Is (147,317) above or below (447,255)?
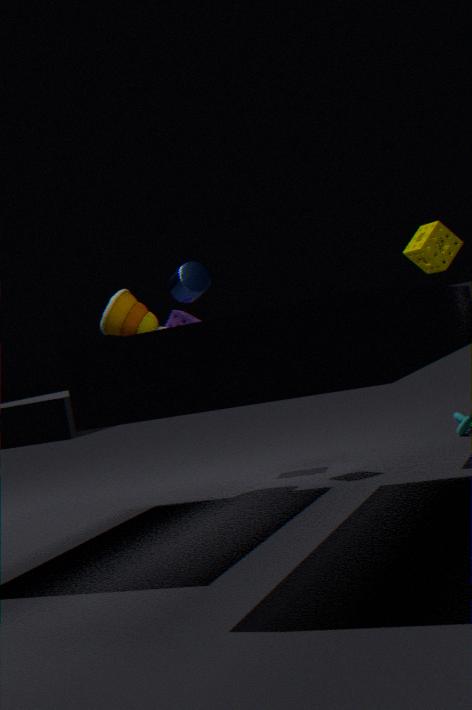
below
